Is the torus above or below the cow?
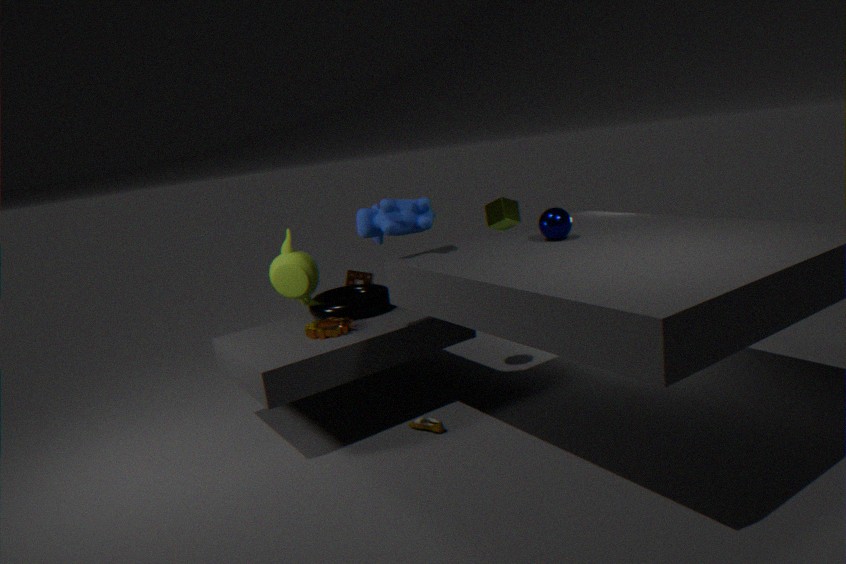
below
